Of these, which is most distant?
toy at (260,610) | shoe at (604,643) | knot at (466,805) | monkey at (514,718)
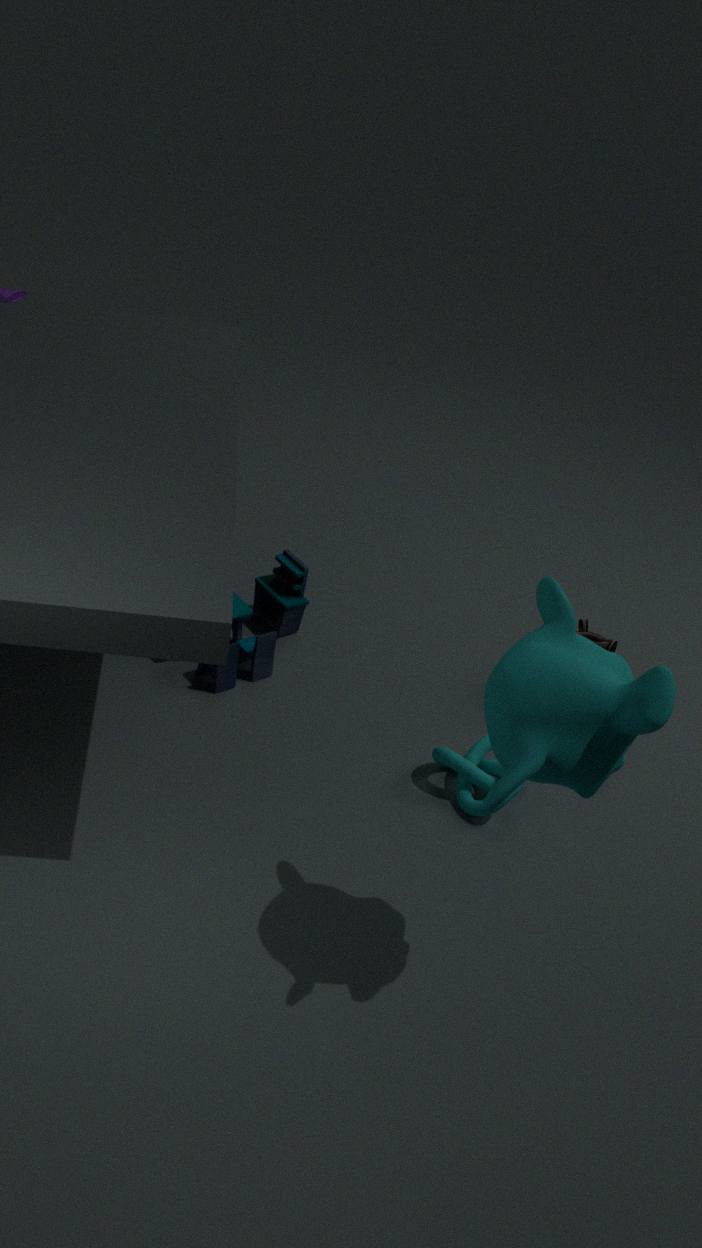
shoe at (604,643)
